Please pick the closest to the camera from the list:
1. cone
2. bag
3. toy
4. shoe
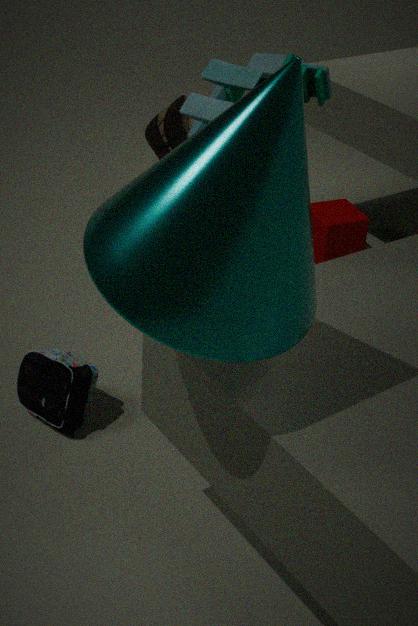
cone
